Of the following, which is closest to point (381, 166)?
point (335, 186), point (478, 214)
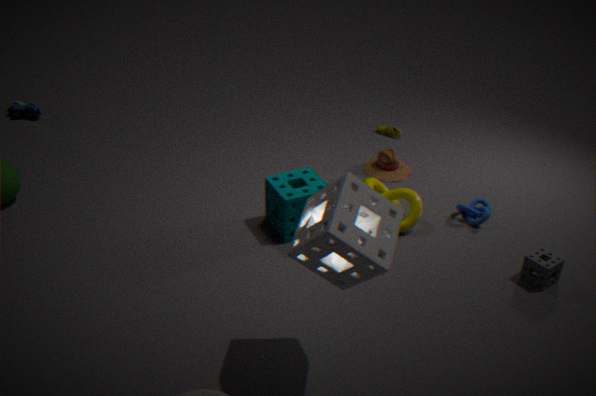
point (478, 214)
